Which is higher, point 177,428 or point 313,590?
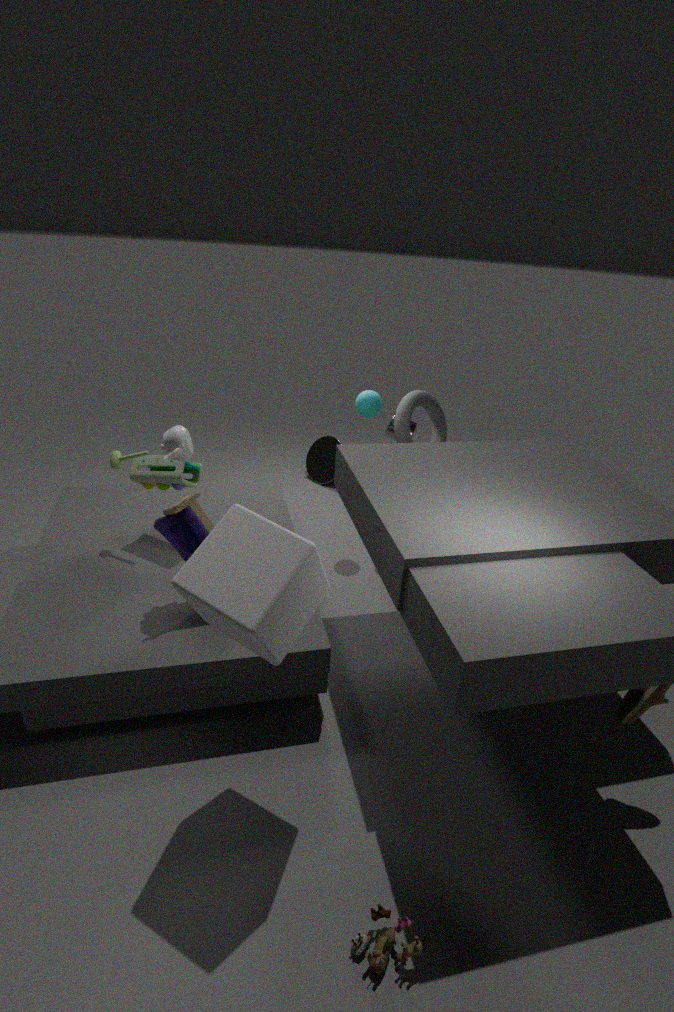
point 177,428
